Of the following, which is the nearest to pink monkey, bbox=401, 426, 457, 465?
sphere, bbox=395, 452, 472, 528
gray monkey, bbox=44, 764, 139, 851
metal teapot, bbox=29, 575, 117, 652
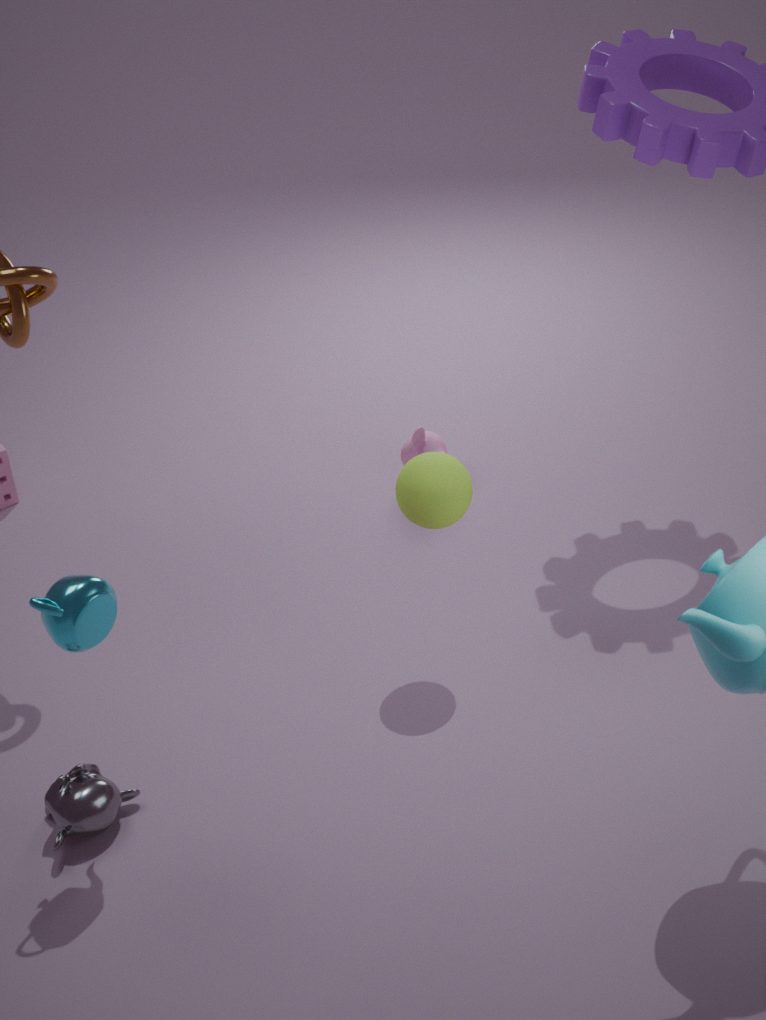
sphere, bbox=395, 452, 472, 528
